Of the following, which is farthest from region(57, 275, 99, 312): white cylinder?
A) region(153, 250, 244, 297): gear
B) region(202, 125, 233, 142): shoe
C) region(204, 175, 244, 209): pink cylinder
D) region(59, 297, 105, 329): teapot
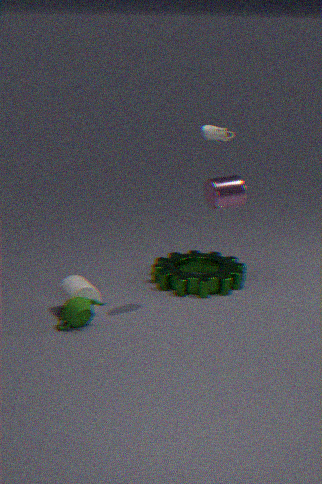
region(202, 125, 233, 142): shoe
